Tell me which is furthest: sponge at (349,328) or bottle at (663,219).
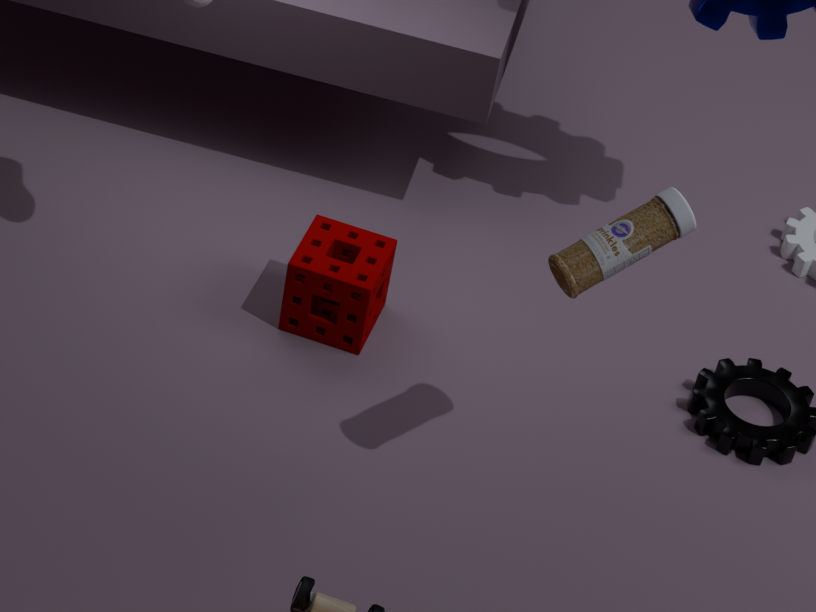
A: sponge at (349,328)
